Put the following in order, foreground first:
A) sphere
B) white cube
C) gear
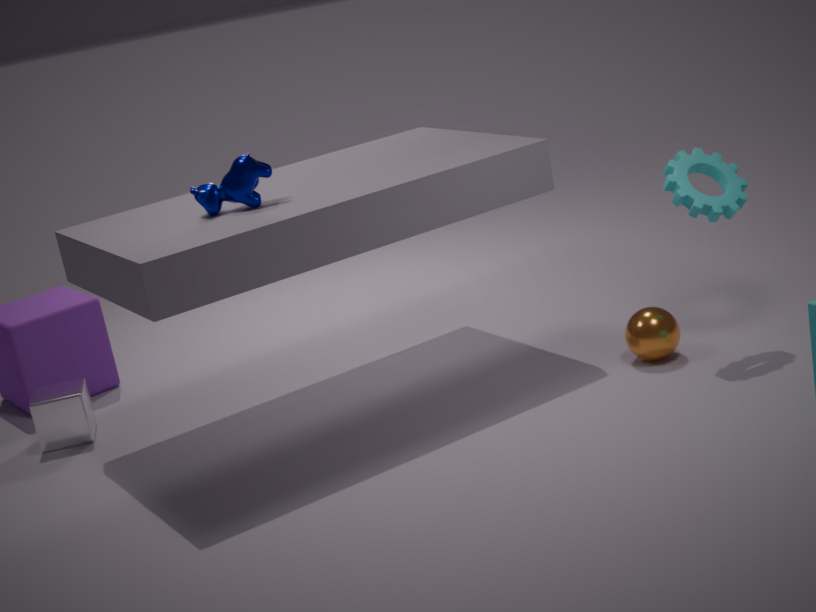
1. C. gear
2. A. sphere
3. B. white cube
